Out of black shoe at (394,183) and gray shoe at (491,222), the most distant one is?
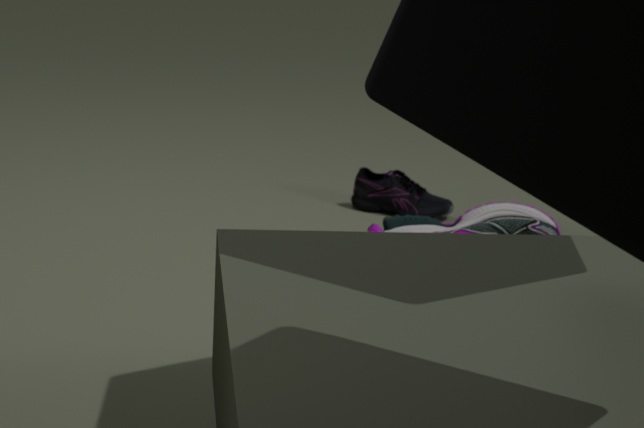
black shoe at (394,183)
